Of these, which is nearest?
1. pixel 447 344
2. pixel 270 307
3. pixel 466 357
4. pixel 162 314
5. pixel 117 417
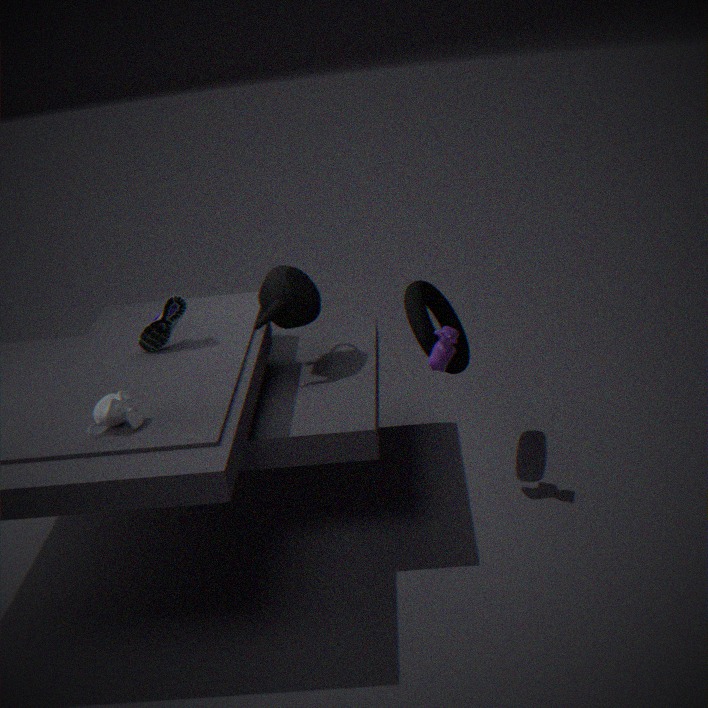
pixel 117 417
